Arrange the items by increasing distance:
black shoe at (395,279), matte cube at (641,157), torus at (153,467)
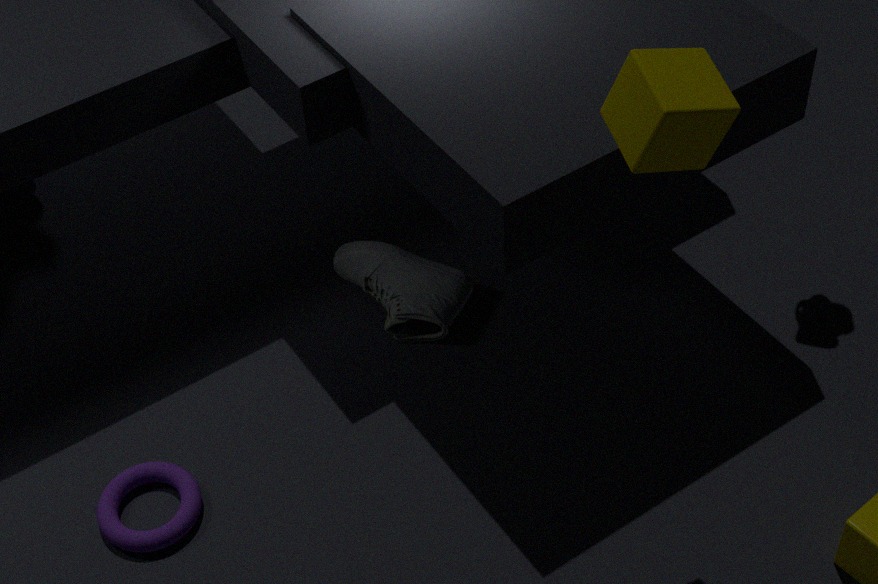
matte cube at (641,157)
torus at (153,467)
black shoe at (395,279)
